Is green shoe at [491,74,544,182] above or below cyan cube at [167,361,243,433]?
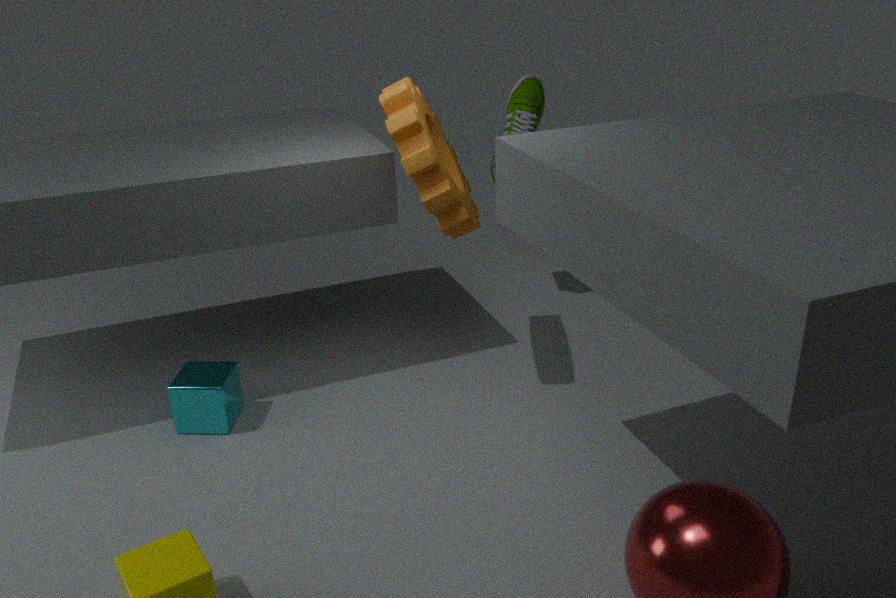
above
